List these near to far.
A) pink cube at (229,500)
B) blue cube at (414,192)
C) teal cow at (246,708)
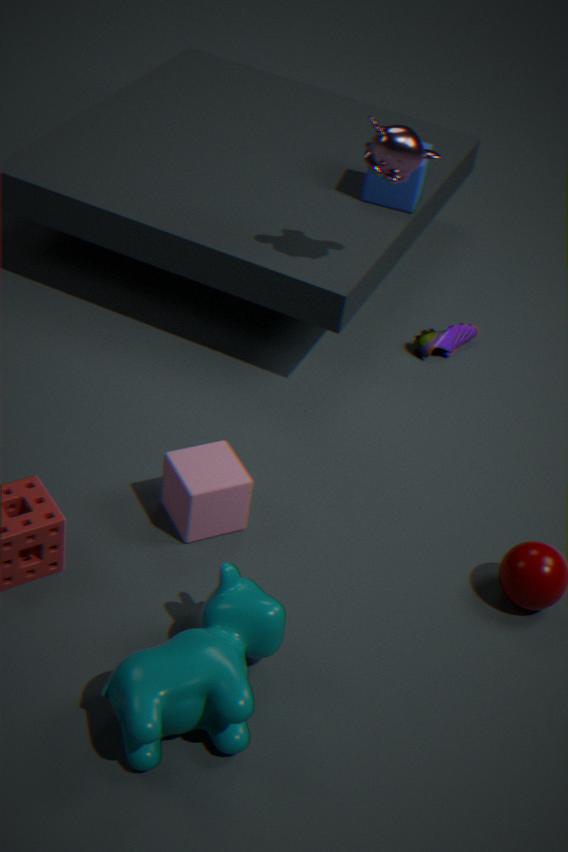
teal cow at (246,708) < pink cube at (229,500) < blue cube at (414,192)
